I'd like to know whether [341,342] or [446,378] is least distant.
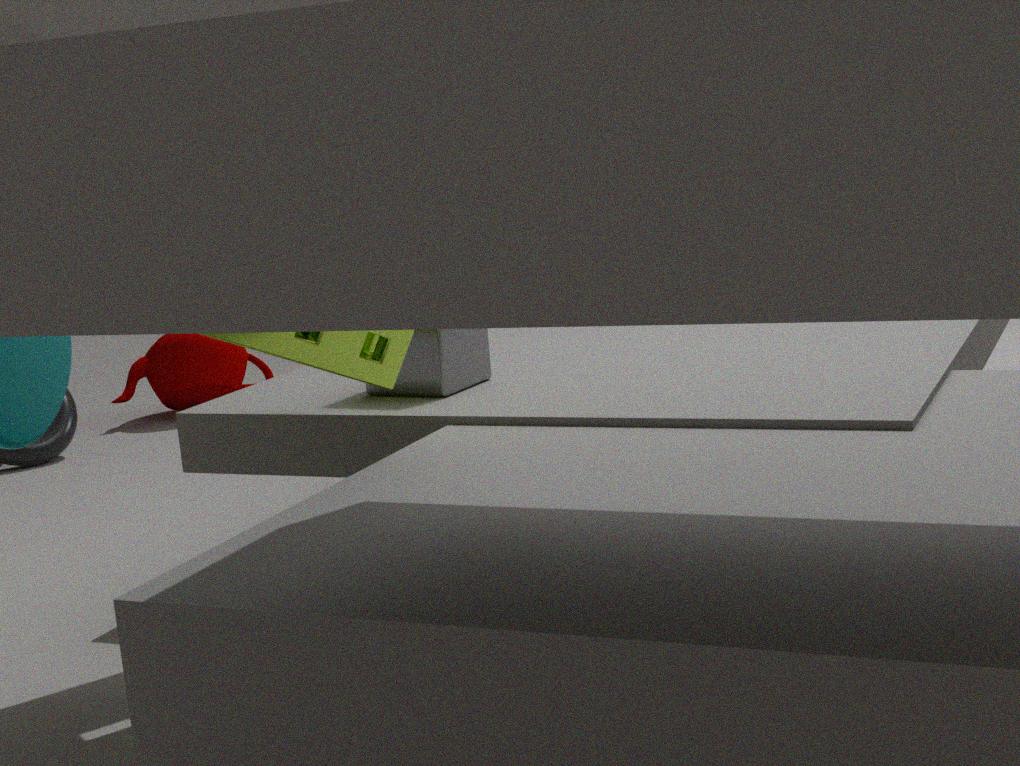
[341,342]
